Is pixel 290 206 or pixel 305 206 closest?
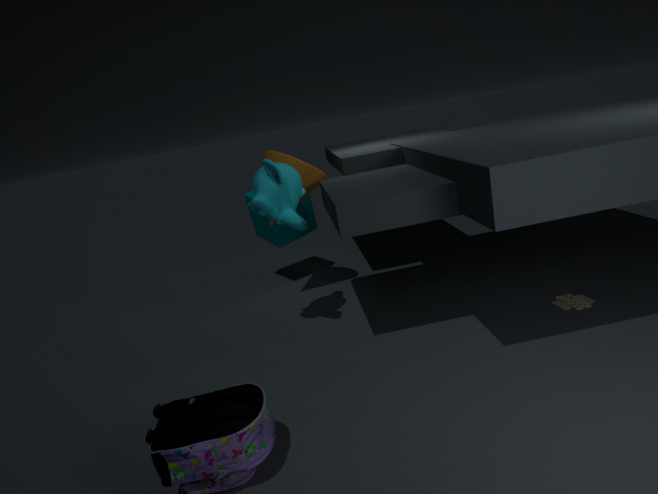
pixel 290 206
